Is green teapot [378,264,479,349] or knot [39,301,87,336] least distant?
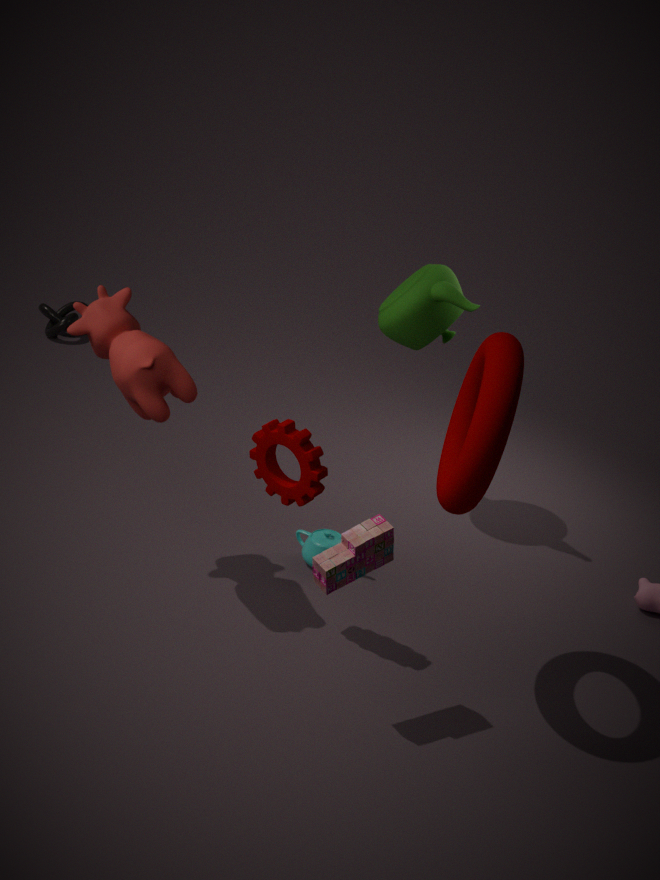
green teapot [378,264,479,349]
